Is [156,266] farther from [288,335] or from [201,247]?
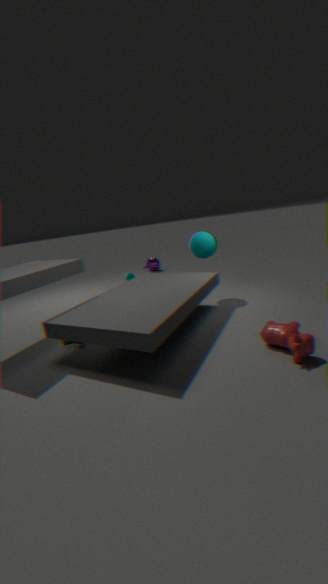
[288,335]
